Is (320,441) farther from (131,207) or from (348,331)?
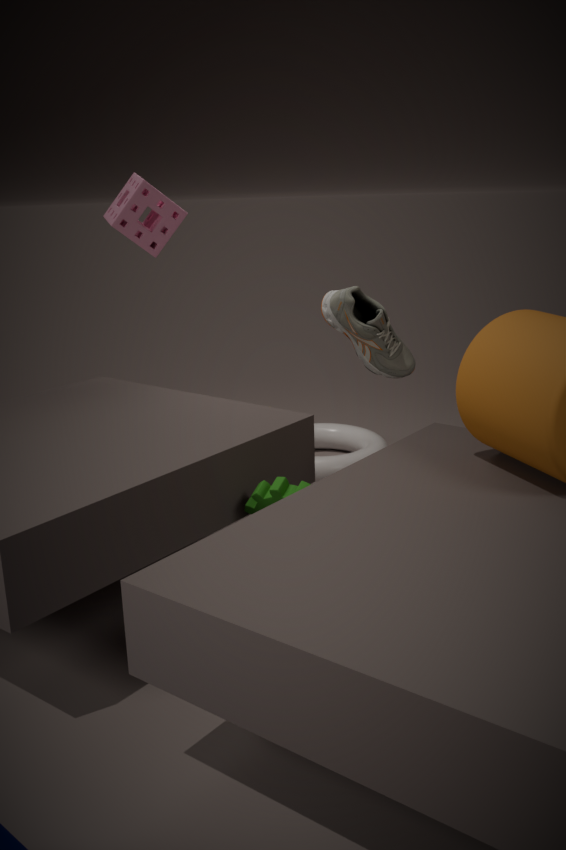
(131,207)
